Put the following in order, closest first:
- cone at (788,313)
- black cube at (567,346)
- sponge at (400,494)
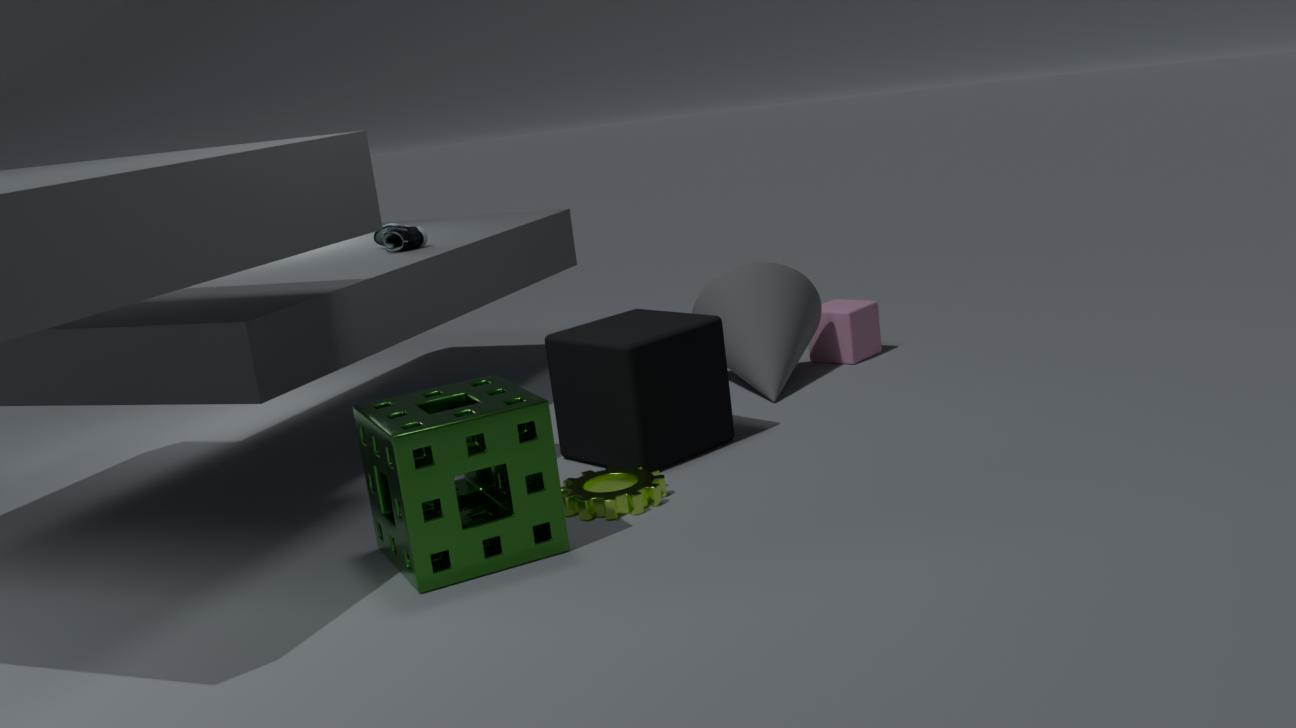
sponge at (400,494) < black cube at (567,346) < cone at (788,313)
